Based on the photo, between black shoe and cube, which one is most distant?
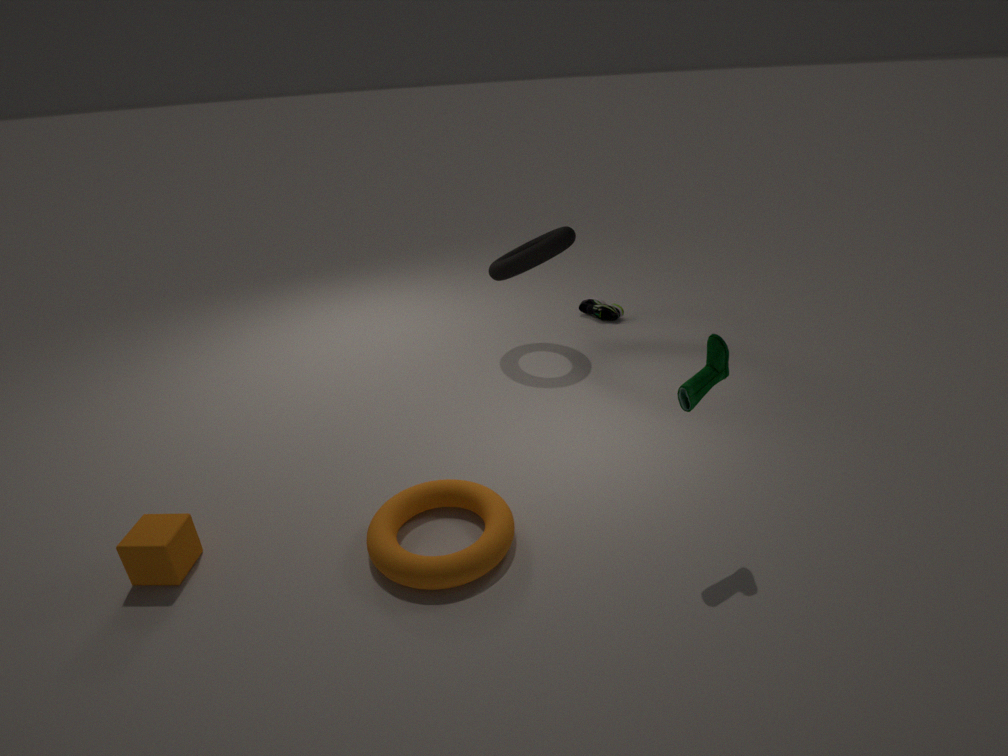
black shoe
